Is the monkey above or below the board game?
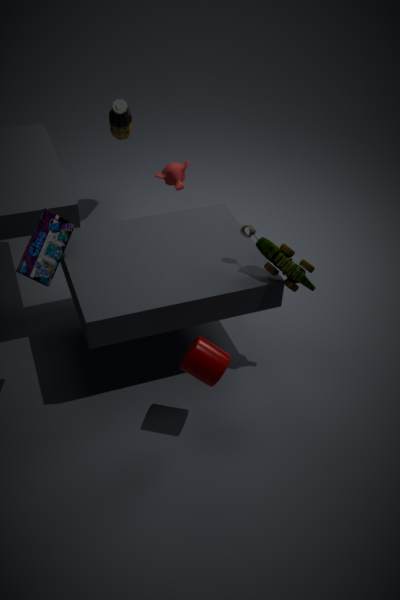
below
